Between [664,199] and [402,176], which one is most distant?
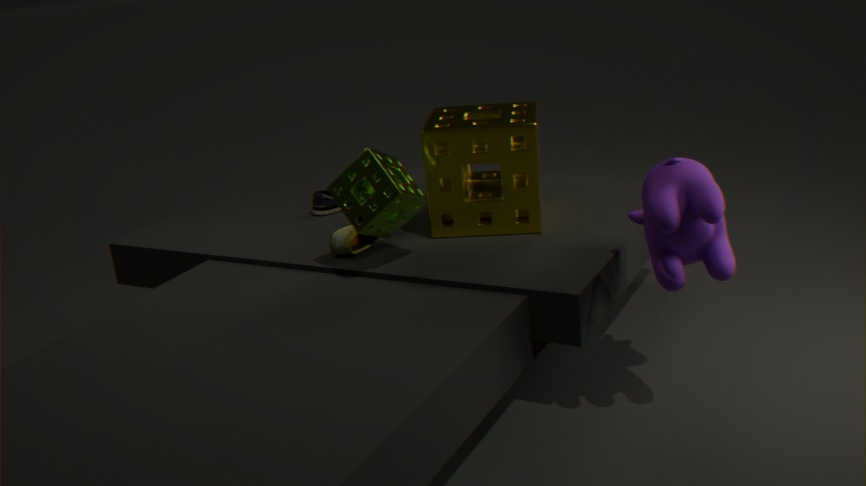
[402,176]
